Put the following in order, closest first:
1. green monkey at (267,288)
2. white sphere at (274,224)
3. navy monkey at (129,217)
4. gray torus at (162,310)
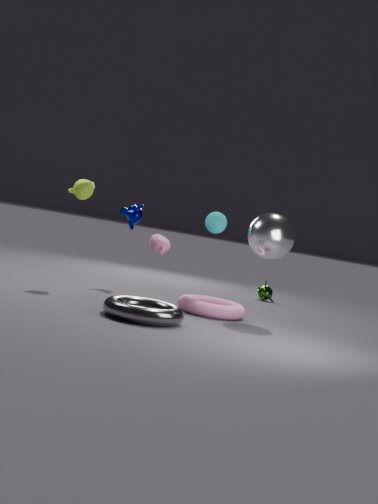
gray torus at (162,310), white sphere at (274,224), navy monkey at (129,217), green monkey at (267,288)
